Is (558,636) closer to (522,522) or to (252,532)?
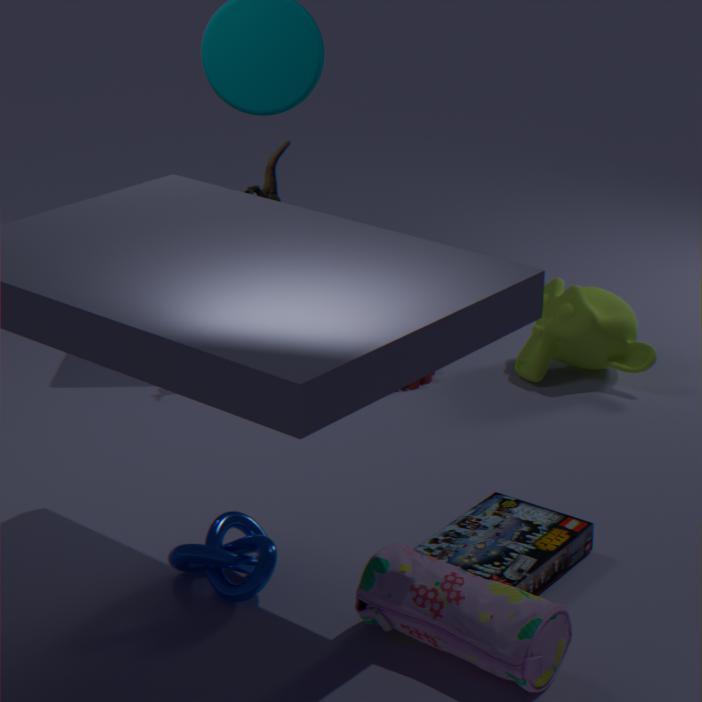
(522,522)
